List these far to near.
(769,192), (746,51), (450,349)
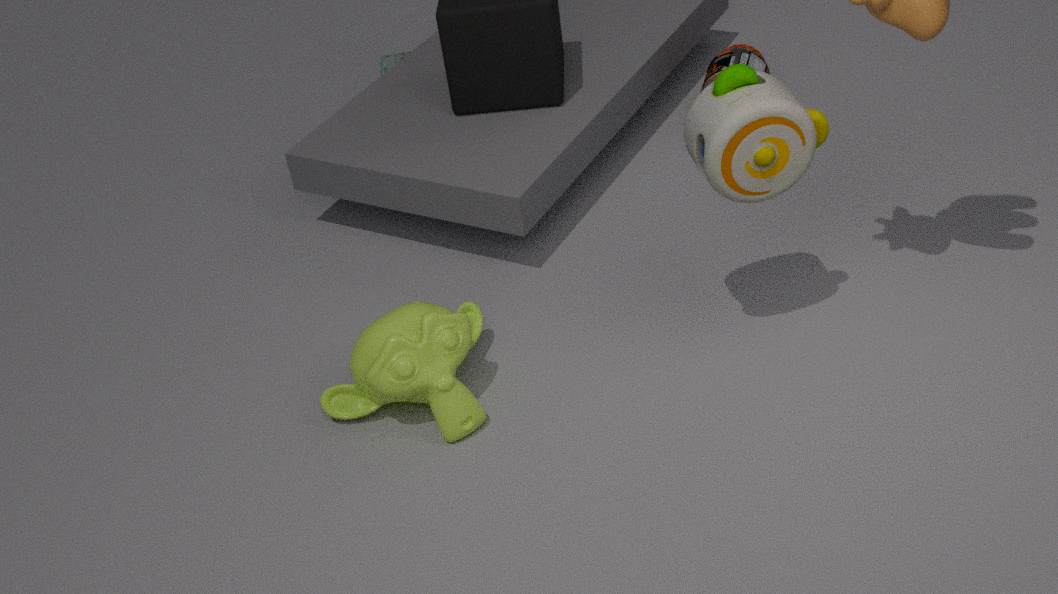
(746,51) → (450,349) → (769,192)
